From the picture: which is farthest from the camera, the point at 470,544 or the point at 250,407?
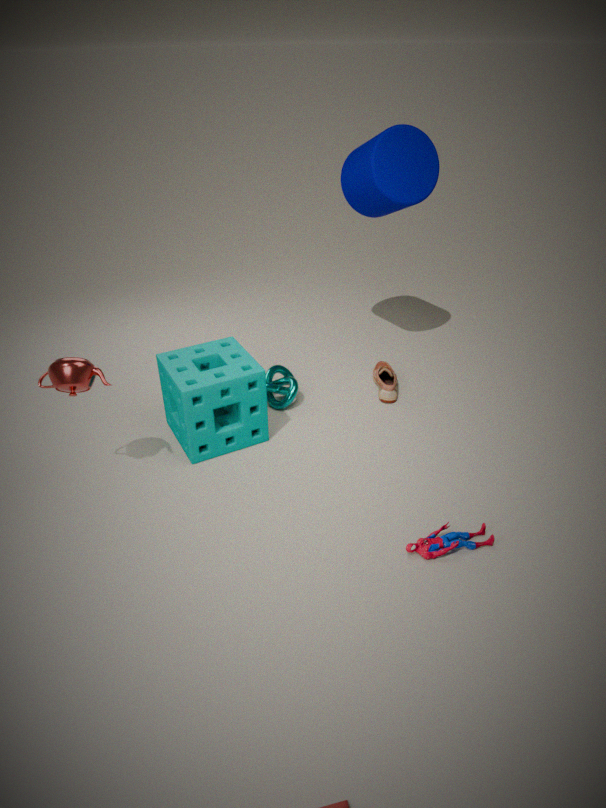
the point at 250,407
